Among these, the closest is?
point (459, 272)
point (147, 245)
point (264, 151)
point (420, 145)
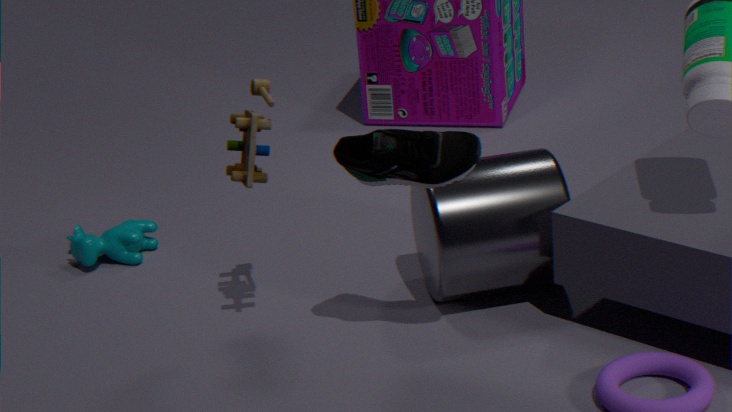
point (420, 145)
